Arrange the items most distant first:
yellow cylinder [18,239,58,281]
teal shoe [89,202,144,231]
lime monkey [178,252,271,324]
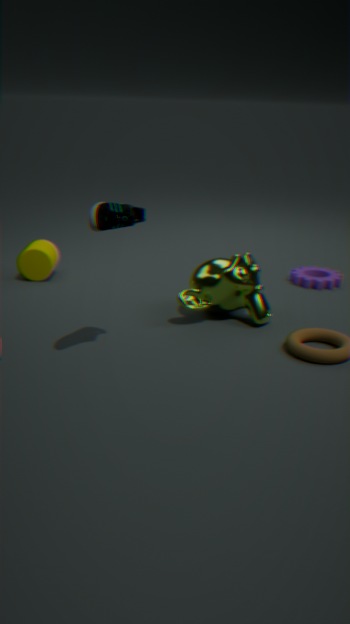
yellow cylinder [18,239,58,281] → lime monkey [178,252,271,324] → teal shoe [89,202,144,231]
